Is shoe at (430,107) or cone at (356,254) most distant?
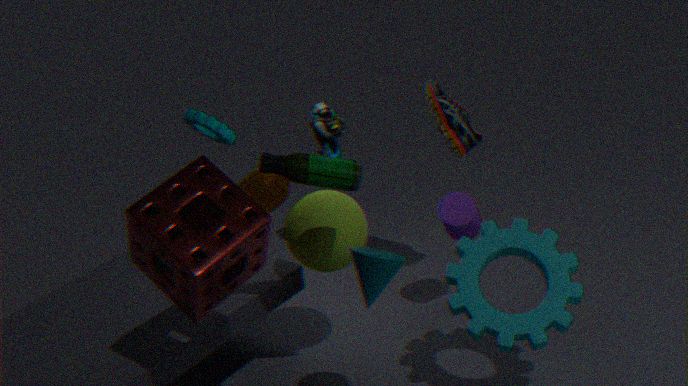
shoe at (430,107)
